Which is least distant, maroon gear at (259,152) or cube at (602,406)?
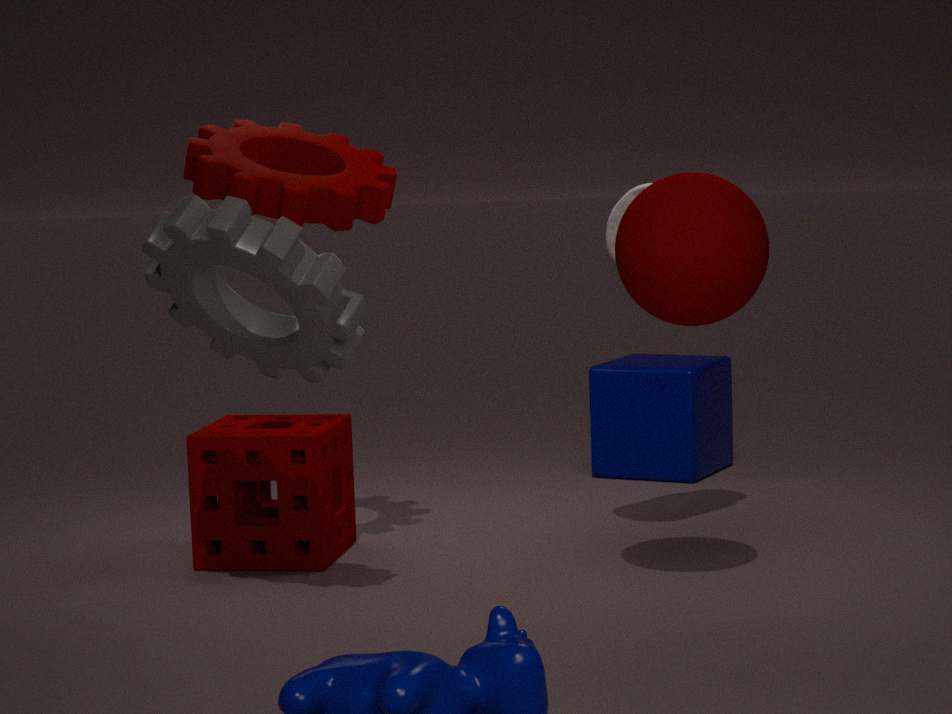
maroon gear at (259,152)
